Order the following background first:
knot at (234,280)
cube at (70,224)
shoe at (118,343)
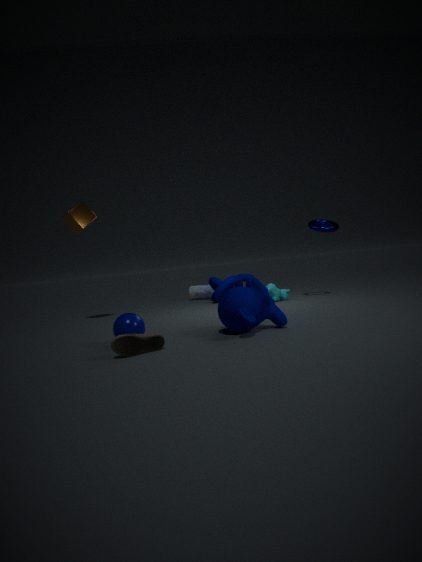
1. knot at (234,280)
2. cube at (70,224)
3. shoe at (118,343)
